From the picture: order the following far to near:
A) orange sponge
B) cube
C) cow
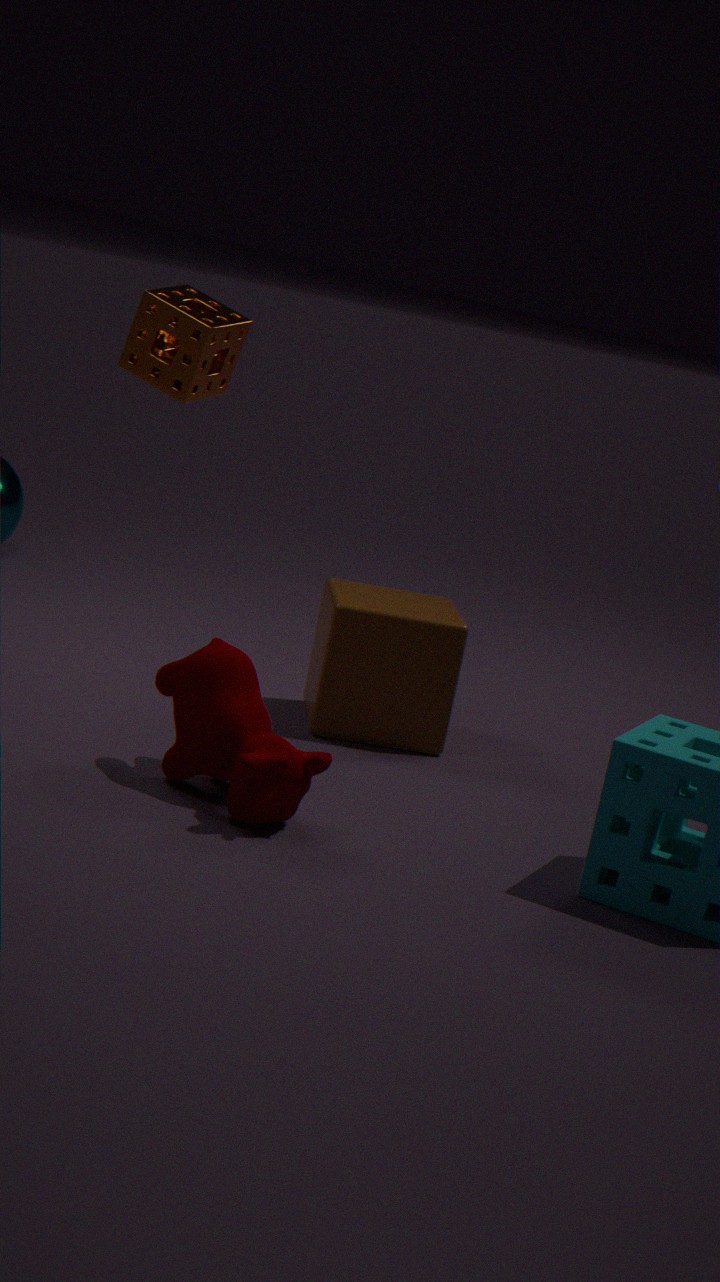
B. cube
C. cow
A. orange sponge
